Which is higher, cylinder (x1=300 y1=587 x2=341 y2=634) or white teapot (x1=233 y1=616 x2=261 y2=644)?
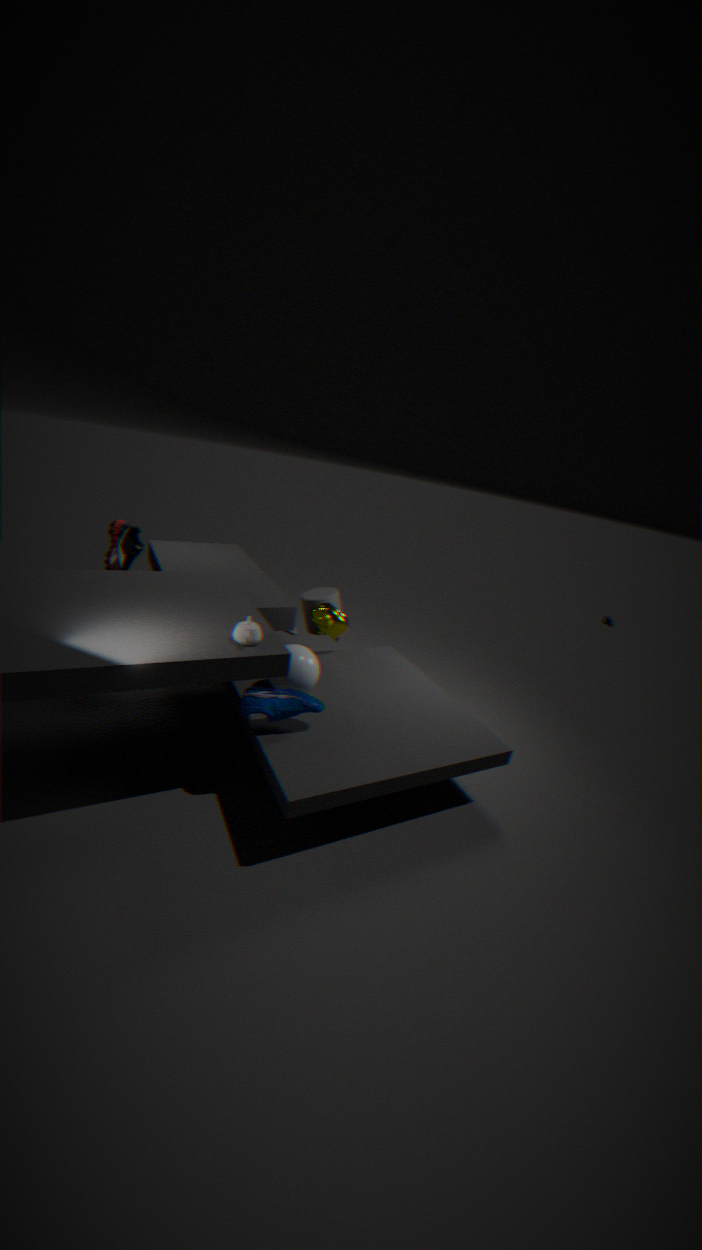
white teapot (x1=233 y1=616 x2=261 y2=644)
